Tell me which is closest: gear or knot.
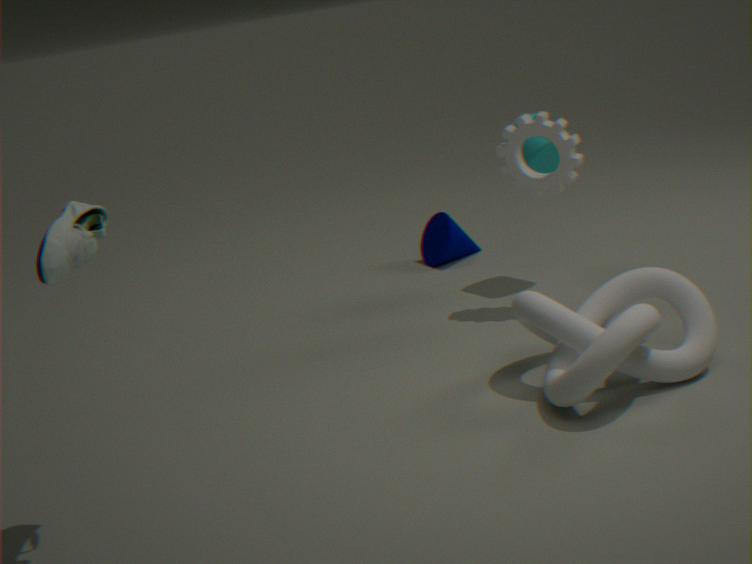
knot
